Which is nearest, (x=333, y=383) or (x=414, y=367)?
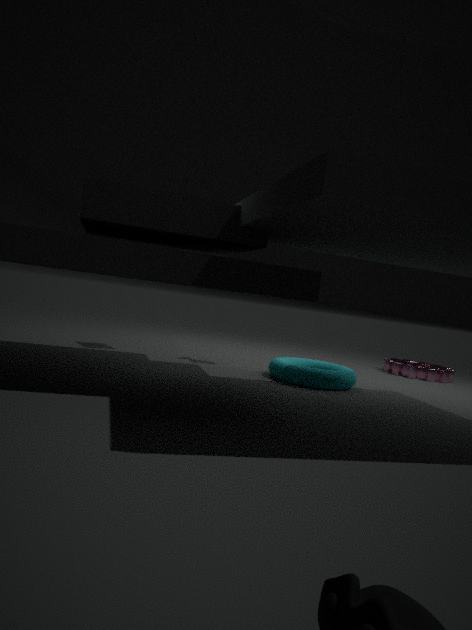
(x=333, y=383)
